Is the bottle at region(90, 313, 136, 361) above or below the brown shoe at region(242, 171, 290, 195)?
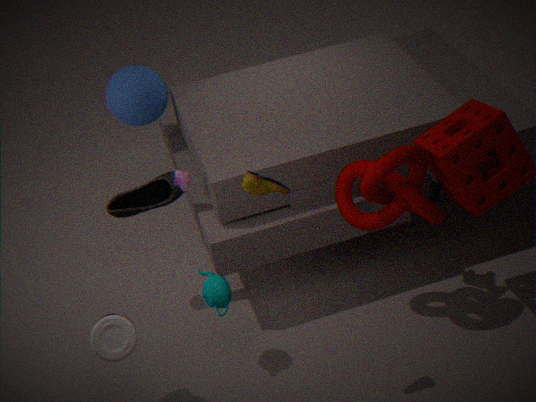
below
